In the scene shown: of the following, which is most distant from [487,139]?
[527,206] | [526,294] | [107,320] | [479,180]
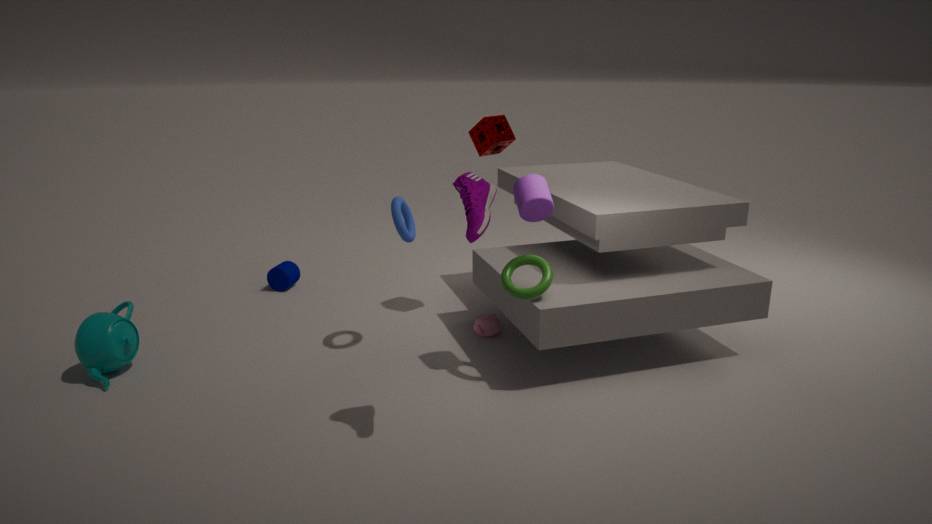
[107,320]
